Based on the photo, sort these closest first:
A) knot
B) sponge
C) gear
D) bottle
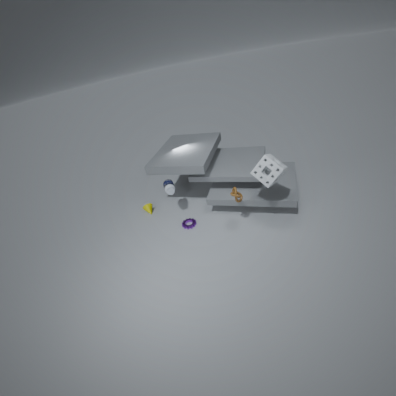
1. sponge
2. knot
3. gear
4. bottle
